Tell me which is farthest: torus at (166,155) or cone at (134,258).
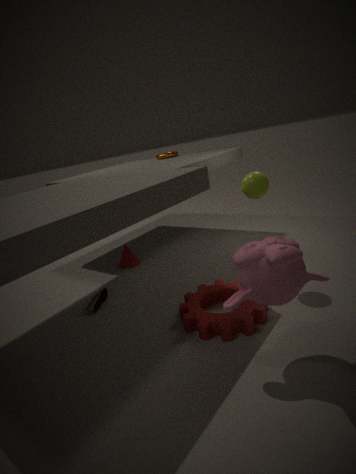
torus at (166,155)
